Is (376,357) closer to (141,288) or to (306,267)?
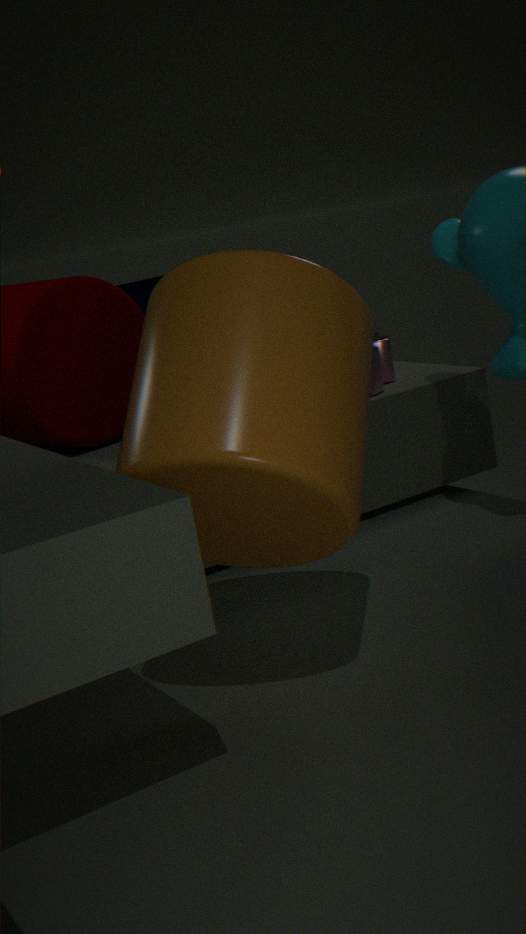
(141,288)
